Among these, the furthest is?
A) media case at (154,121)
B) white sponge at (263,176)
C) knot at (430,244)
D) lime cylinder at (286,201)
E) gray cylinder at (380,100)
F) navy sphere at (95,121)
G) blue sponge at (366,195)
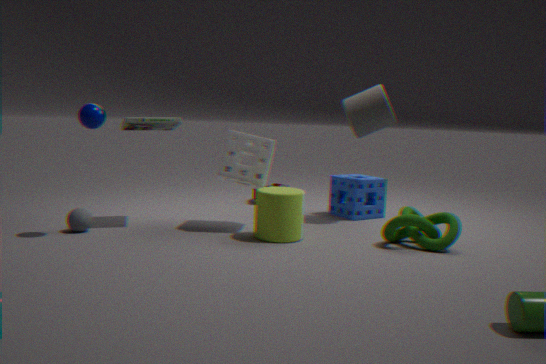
blue sponge at (366,195)
